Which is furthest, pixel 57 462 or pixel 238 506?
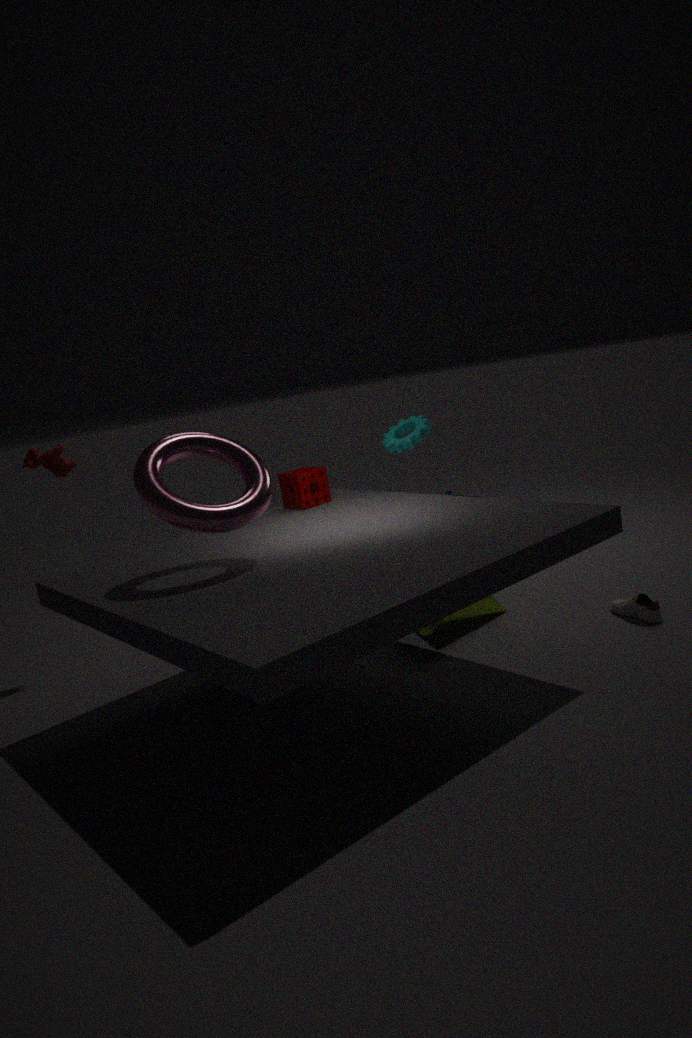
pixel 57 462
